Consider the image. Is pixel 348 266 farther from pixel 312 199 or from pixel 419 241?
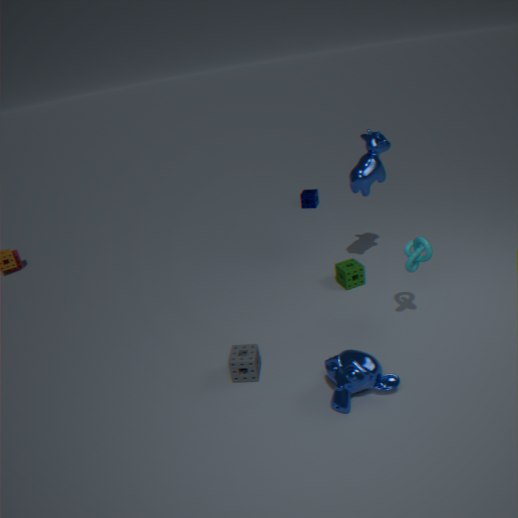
pixel 312 199
